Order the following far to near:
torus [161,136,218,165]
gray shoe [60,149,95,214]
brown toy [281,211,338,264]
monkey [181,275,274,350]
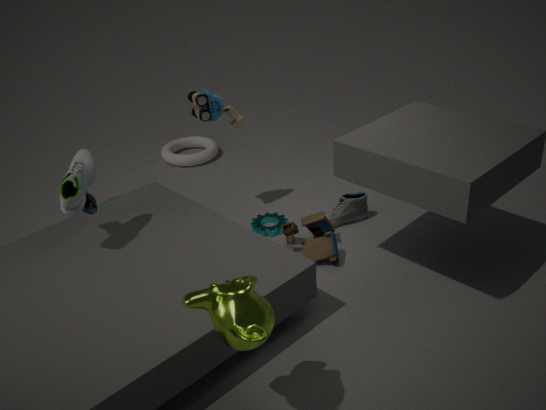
torus [161,136,218,165]
brown toy [281,211,338,264]
gray shoe [60,149,95,214]
monkey [181,275,274,350]
